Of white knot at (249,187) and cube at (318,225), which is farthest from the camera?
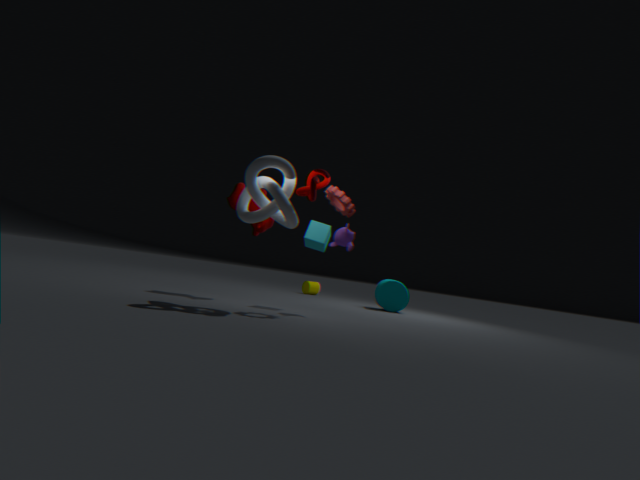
cube at (318,225)
